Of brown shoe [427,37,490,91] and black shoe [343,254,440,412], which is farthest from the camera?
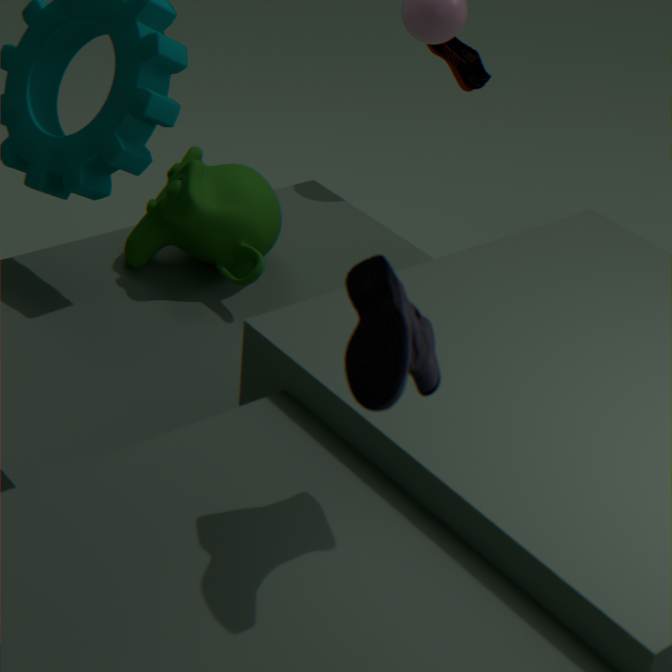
brown shoe [427,37,490,91]
